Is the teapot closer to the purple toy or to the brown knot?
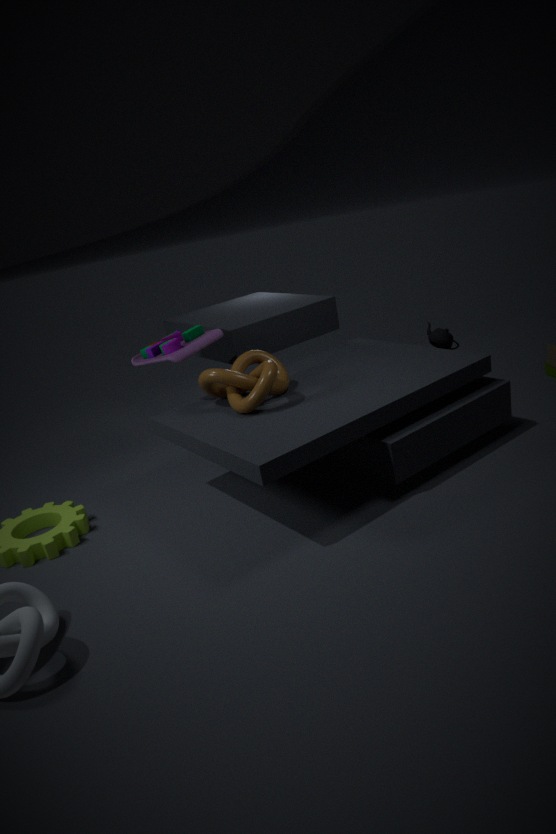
the brown knot
